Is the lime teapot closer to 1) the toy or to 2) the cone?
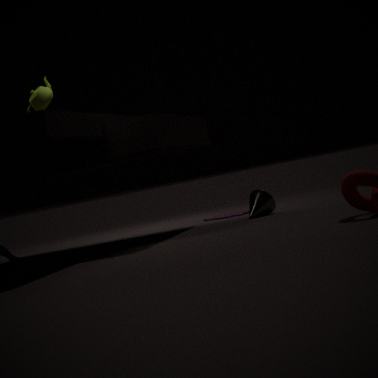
2) the cone
